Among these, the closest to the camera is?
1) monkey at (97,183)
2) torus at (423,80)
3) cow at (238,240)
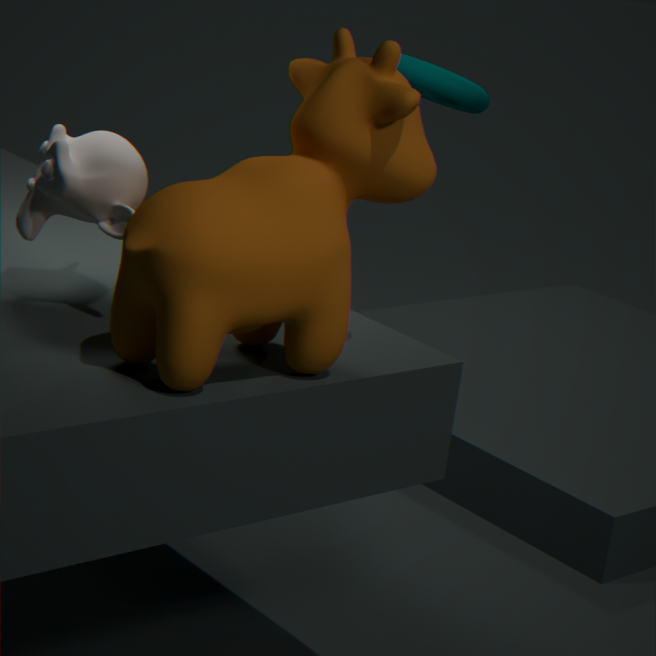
3. cow at (238,240)
